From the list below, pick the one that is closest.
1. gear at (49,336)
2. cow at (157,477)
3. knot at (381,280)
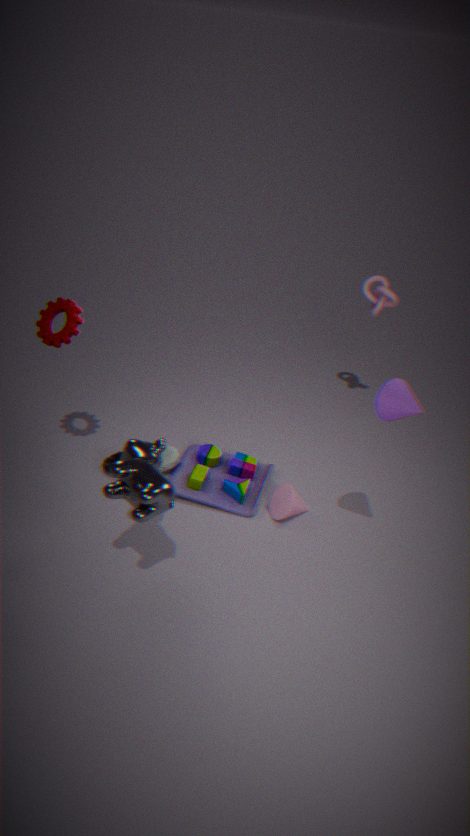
cow at (157,477)
